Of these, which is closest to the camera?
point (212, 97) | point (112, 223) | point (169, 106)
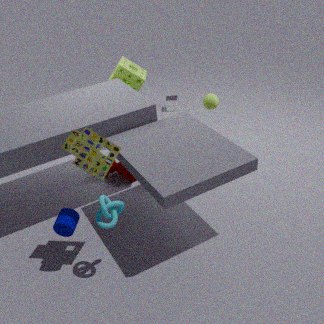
point (112, 223)
